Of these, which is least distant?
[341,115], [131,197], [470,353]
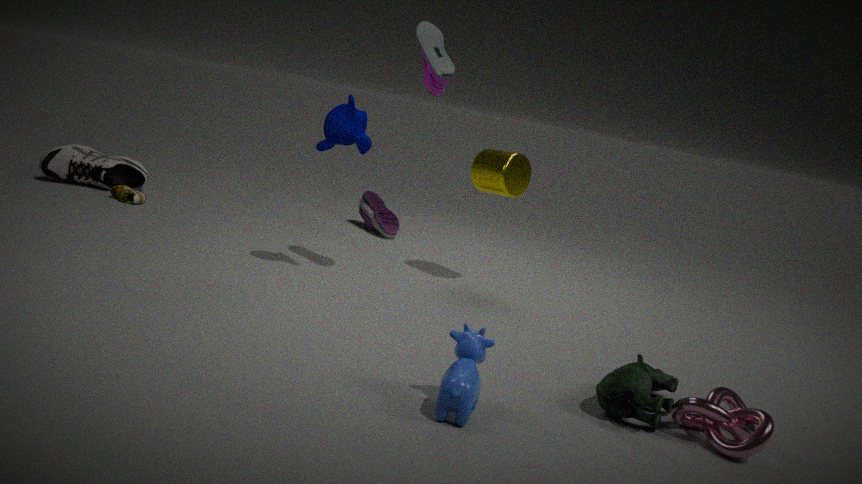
[470,353]
